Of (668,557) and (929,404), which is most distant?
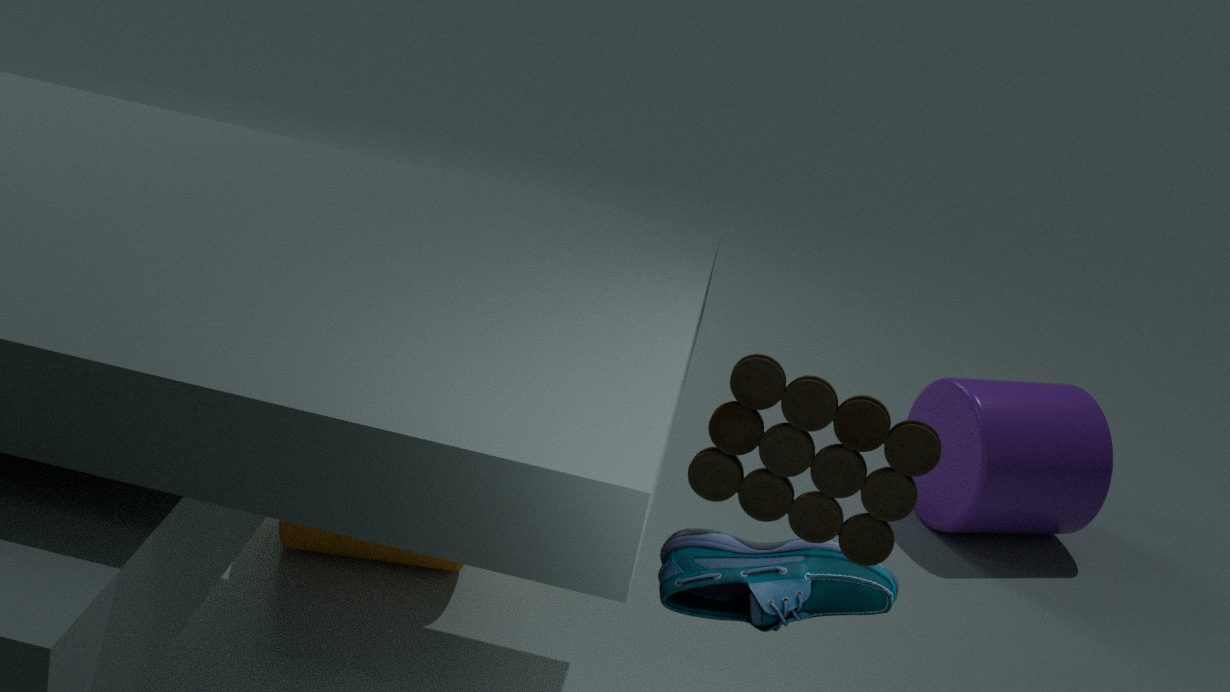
(929,404)
